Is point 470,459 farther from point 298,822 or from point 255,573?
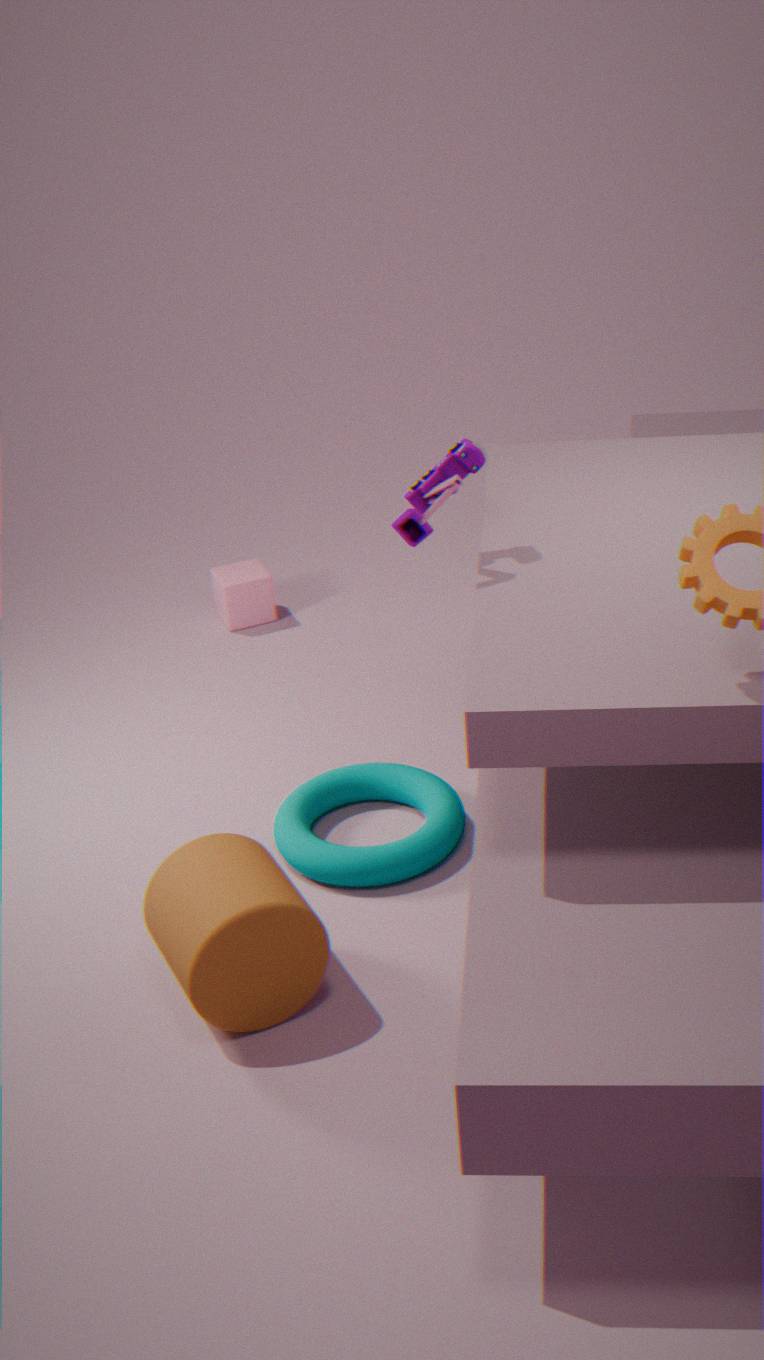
point 255,573
